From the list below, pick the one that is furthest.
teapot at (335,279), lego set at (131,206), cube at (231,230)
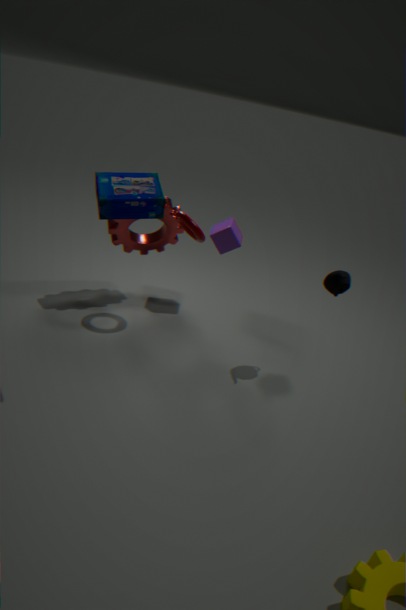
cube at (231,230)
